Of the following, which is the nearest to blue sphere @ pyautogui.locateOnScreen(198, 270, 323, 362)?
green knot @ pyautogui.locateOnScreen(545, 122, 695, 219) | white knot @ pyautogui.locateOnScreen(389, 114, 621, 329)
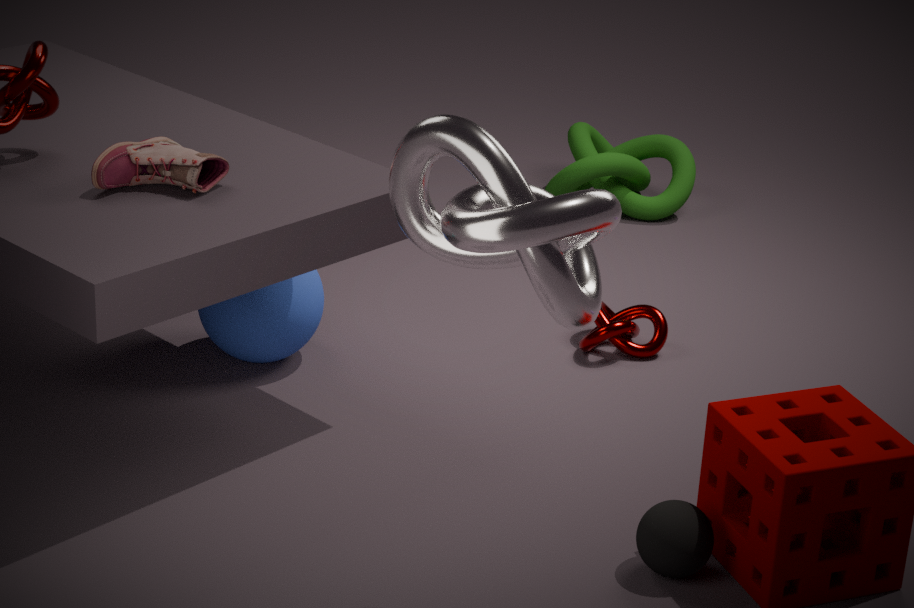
white knot @ pyautogui.locateOnScreen(389, 114, 621, 329)
